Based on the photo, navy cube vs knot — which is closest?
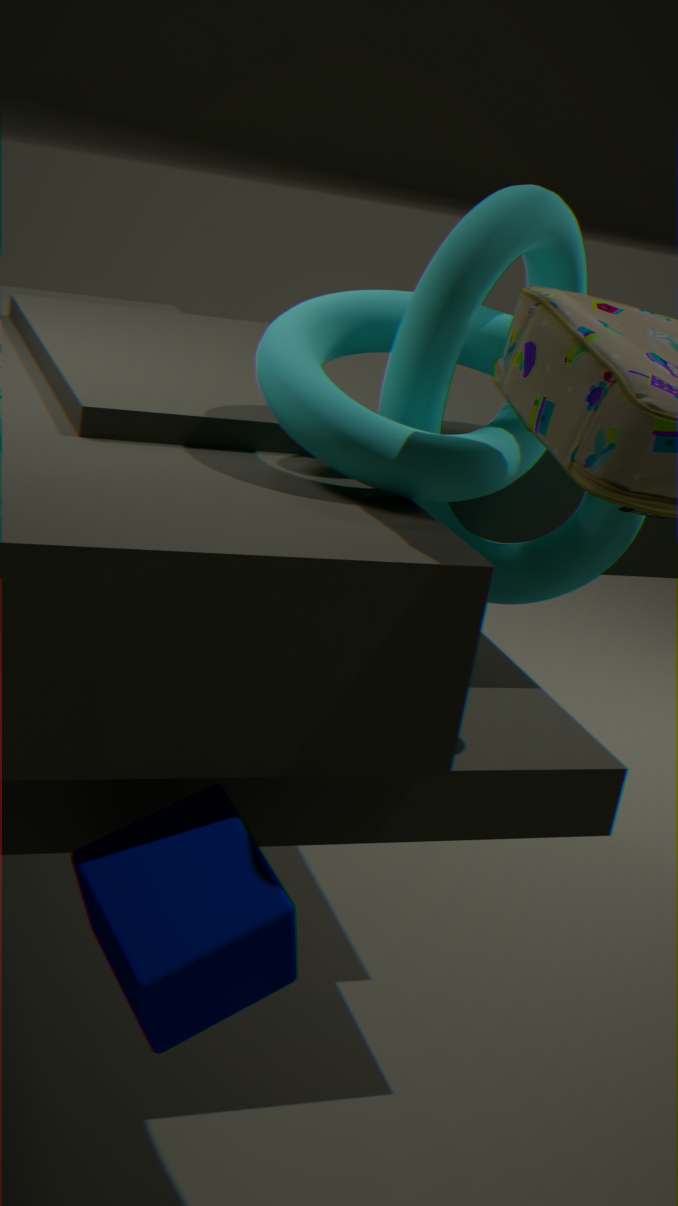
navy cube
